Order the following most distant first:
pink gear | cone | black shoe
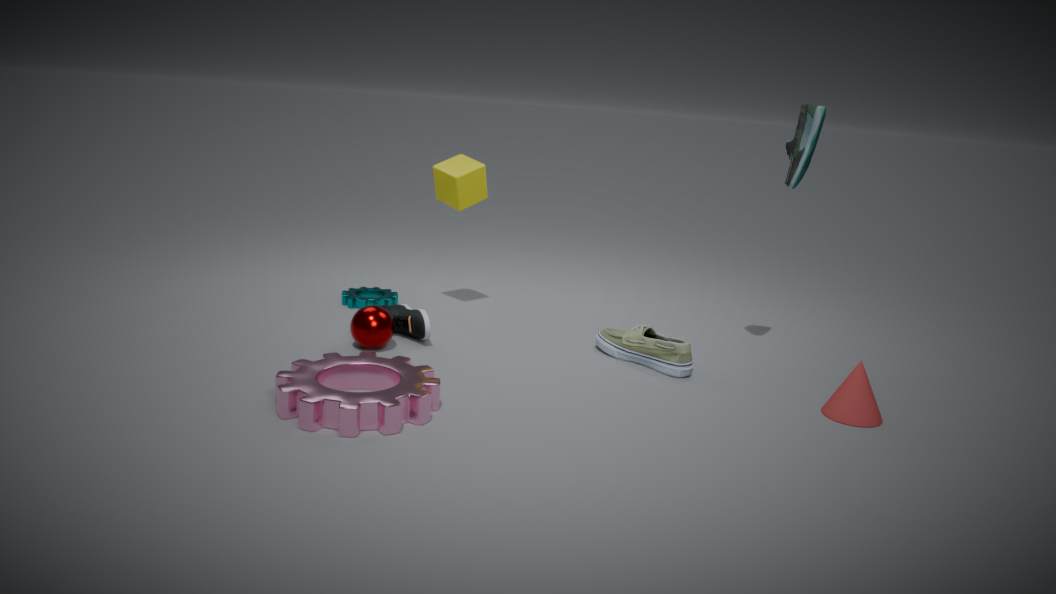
black shoe < cone < pink gear
